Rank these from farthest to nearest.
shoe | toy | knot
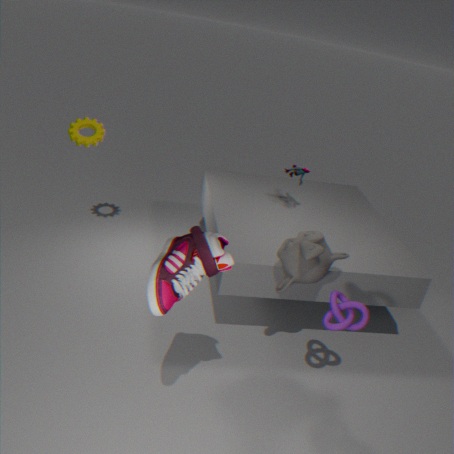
1. toy
2. knot
3. shoe
